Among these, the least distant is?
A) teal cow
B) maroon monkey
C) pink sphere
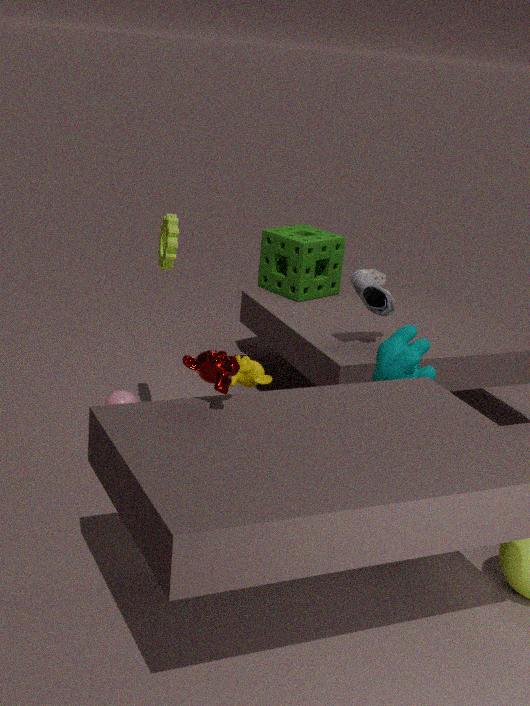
maroon monkey
